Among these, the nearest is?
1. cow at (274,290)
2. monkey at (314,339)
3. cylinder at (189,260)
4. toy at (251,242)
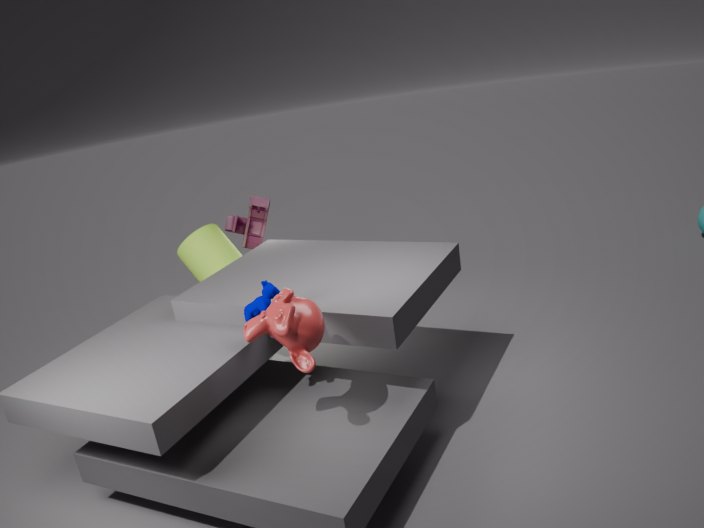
monkey at (314,339)
